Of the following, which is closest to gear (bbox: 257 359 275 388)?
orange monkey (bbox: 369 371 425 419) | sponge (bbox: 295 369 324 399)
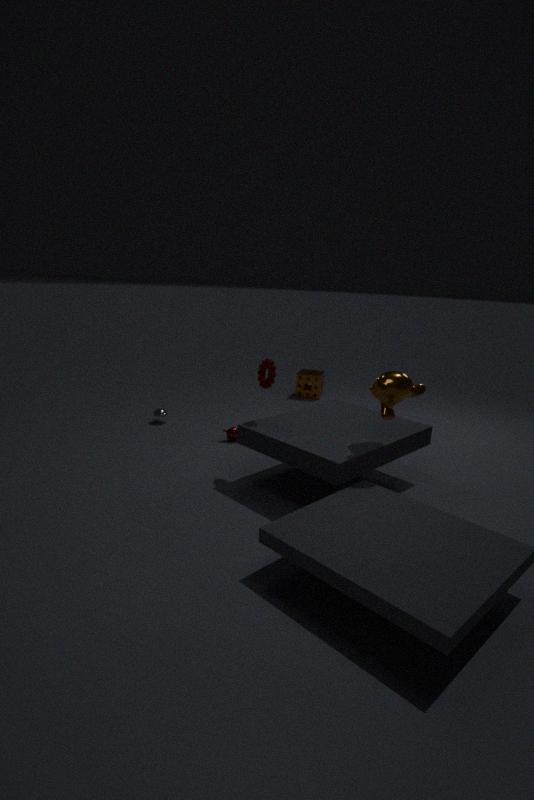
orange monkey (bbox: 369 371 425 419)
